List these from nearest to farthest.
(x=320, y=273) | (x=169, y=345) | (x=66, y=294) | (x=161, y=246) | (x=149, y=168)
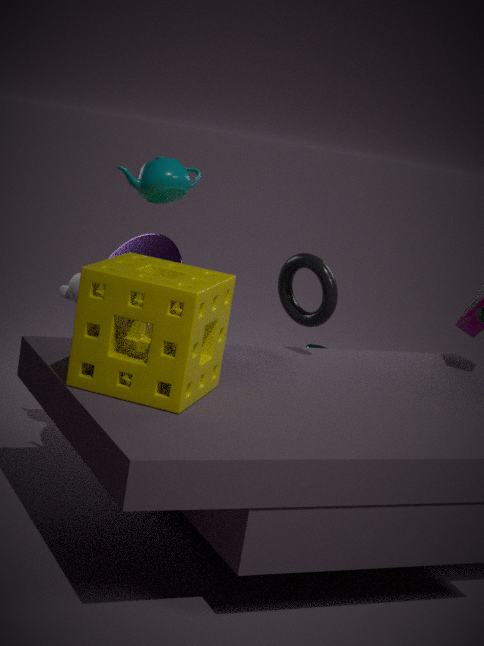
(x=169, y=345) < (x=149, y=168) < (x=161, y=246) < (x=320, y=273) < (x=66, y=294)
